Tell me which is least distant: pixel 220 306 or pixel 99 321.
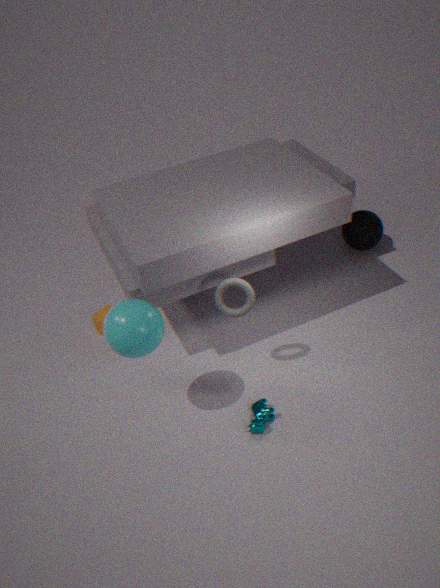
pixel 220 306
